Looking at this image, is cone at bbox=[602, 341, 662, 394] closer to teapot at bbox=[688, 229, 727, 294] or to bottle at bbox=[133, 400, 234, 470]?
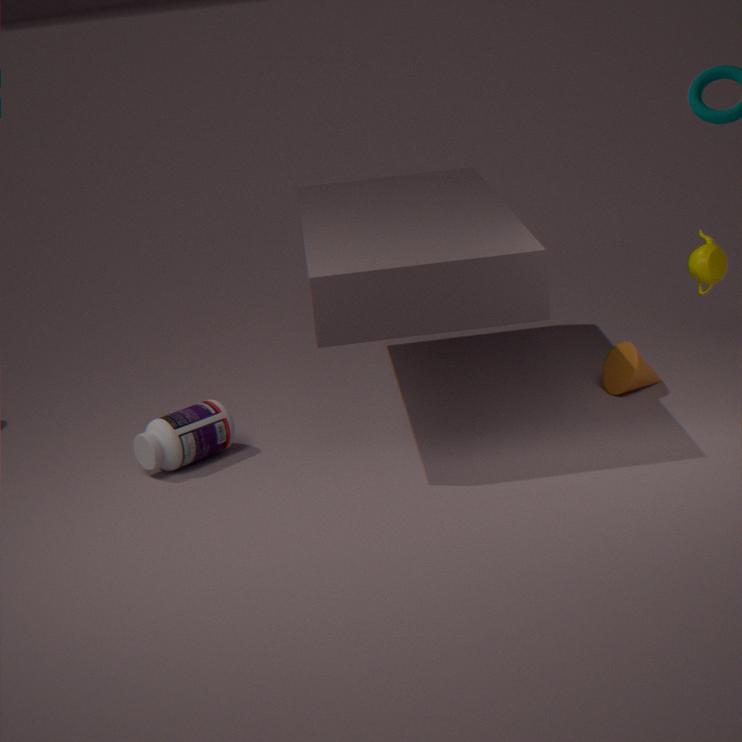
teapot at bbox=[688, 229, 727, 294]
